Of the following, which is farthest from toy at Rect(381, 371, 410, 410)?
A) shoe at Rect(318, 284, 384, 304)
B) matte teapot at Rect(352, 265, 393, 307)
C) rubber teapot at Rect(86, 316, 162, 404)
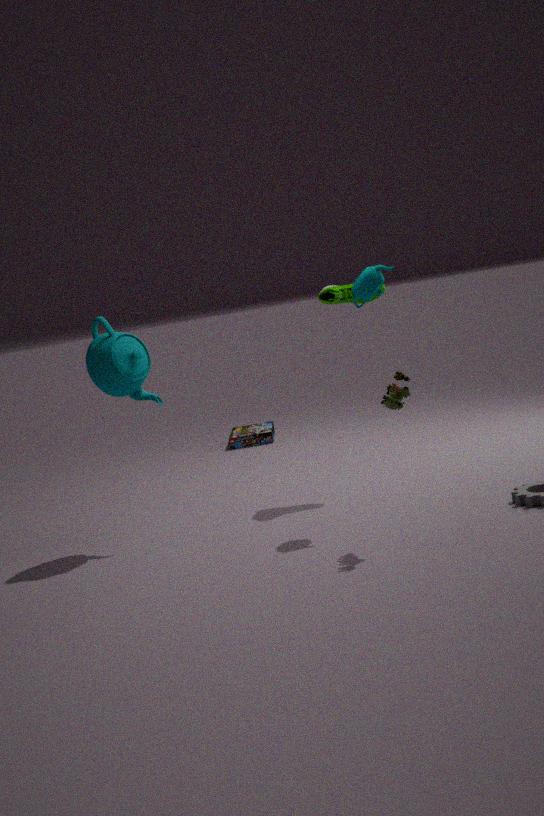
rubber teapot at Rect(86, 316, 162, 404)
